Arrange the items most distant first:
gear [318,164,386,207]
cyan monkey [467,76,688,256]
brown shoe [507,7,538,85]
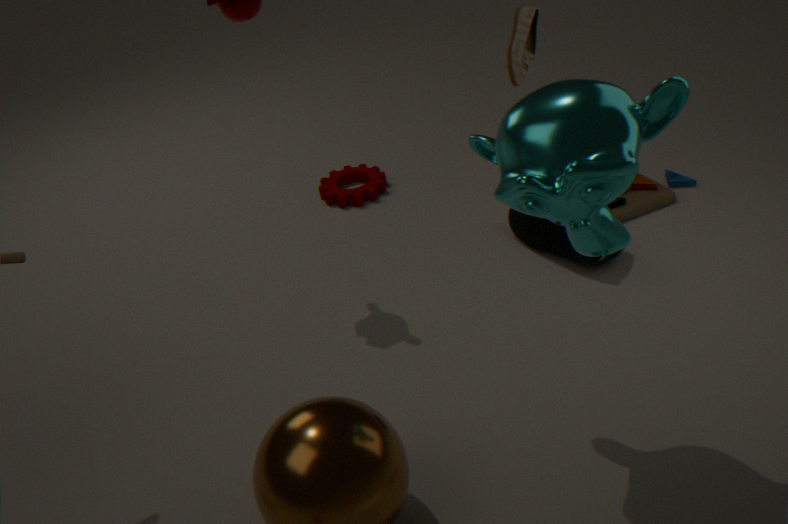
gear [318,164,386,207] → brown shoe [507,7,538,85] → cyan monkey [467,76,688,256]
